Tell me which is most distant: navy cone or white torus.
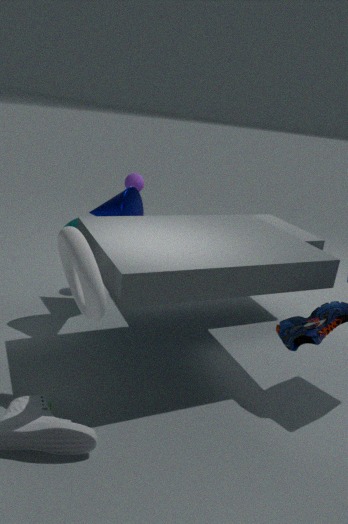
navy cone
